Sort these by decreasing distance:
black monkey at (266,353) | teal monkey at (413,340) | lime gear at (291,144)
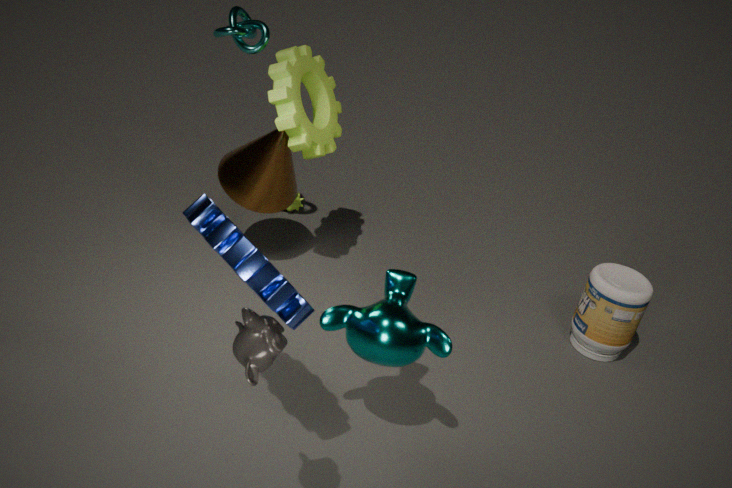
lime gear at (291,144) → teal monkey at (413,340) → black monkey at (266,353)
